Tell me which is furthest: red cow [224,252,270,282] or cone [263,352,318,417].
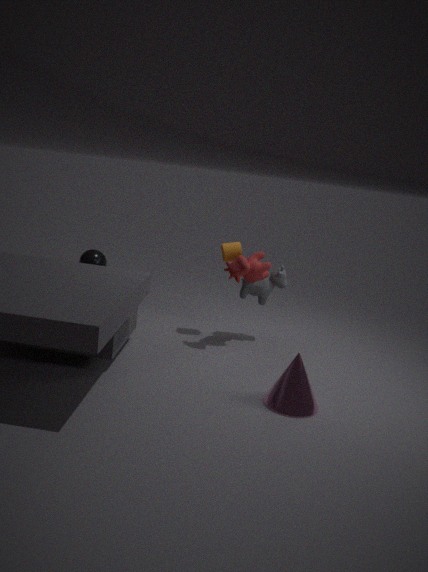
red cow [224,252,270,282]
